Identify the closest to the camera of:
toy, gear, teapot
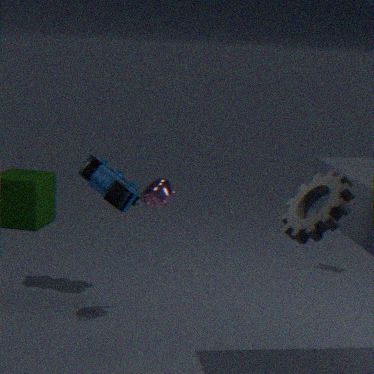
gear
